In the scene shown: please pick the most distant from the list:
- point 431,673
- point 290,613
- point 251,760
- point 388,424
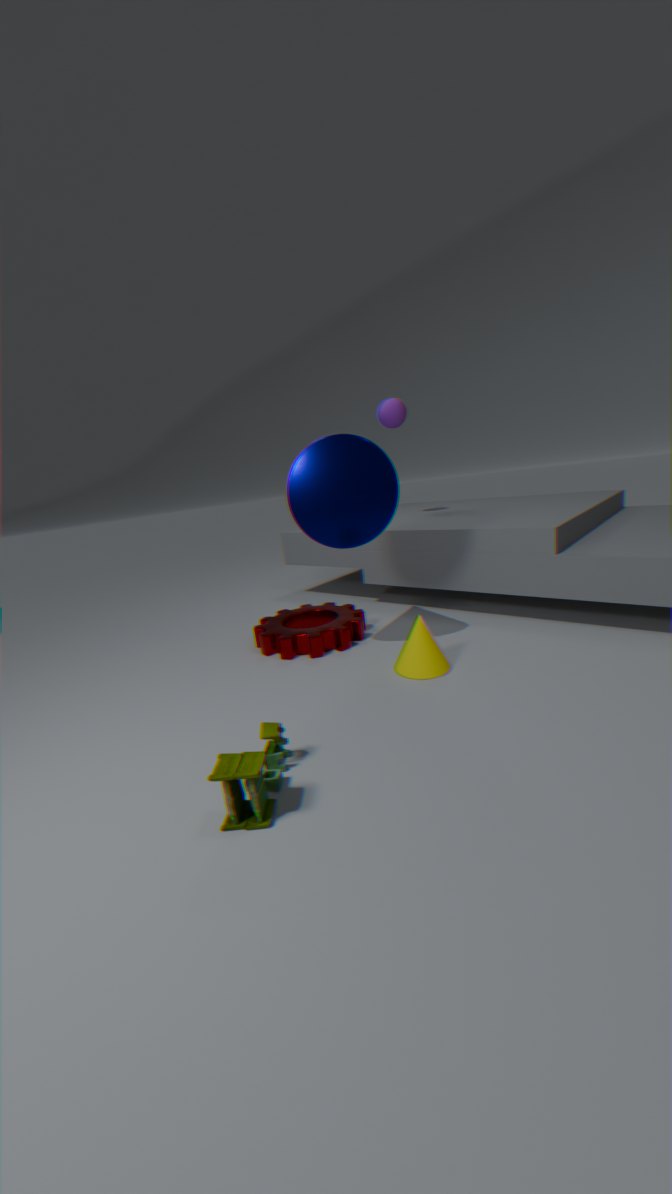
point 388,424
